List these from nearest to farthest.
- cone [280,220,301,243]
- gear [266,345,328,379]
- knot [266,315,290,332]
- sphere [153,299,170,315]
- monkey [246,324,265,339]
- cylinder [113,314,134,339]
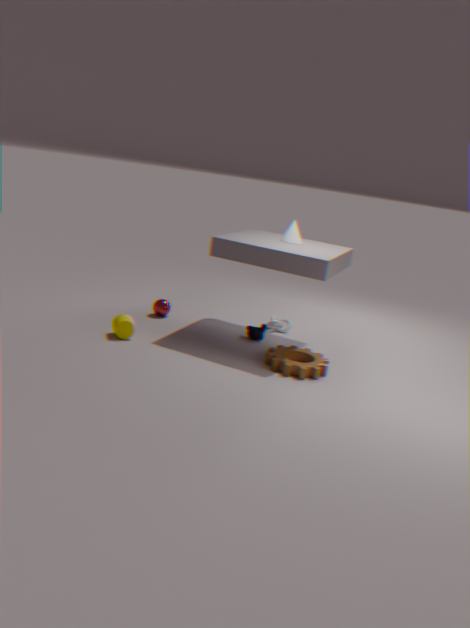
gear [266,345,328,379], cylinder [113,314,134,339], cone [280,220,301,243], monkey [246,324,265,339], sphere [153,299,170,315], knot [266,315,290,332]
